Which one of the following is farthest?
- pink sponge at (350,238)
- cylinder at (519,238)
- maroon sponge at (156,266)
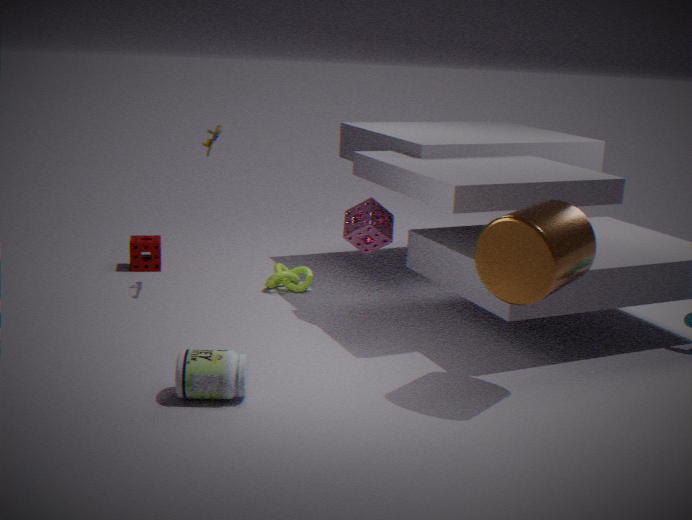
maroon sponge at (156,266)
